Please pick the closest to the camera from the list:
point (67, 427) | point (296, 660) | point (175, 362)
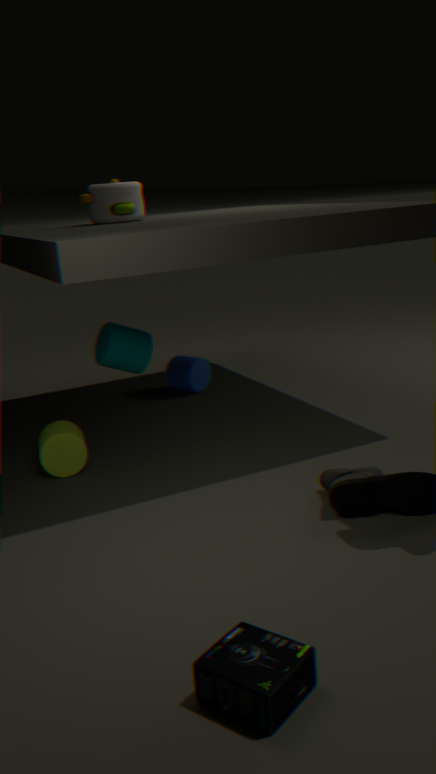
point (296, 660)
